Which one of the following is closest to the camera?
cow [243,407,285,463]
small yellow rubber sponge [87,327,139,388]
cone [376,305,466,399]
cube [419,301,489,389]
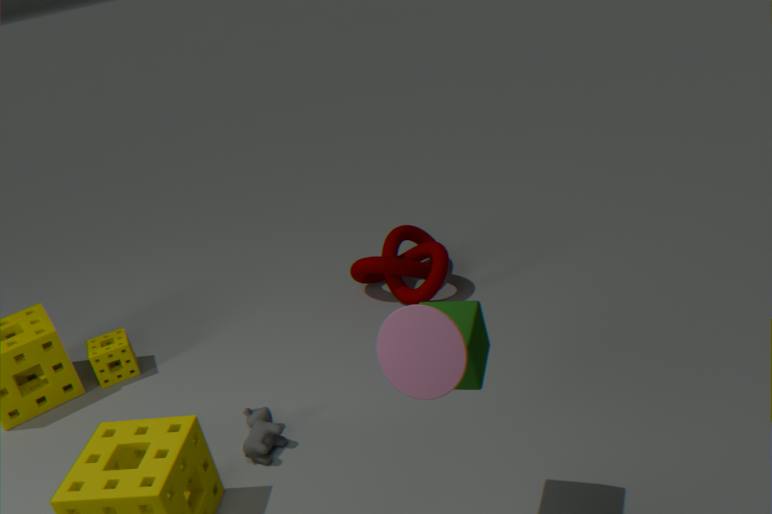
cone [376,305,466,399]
